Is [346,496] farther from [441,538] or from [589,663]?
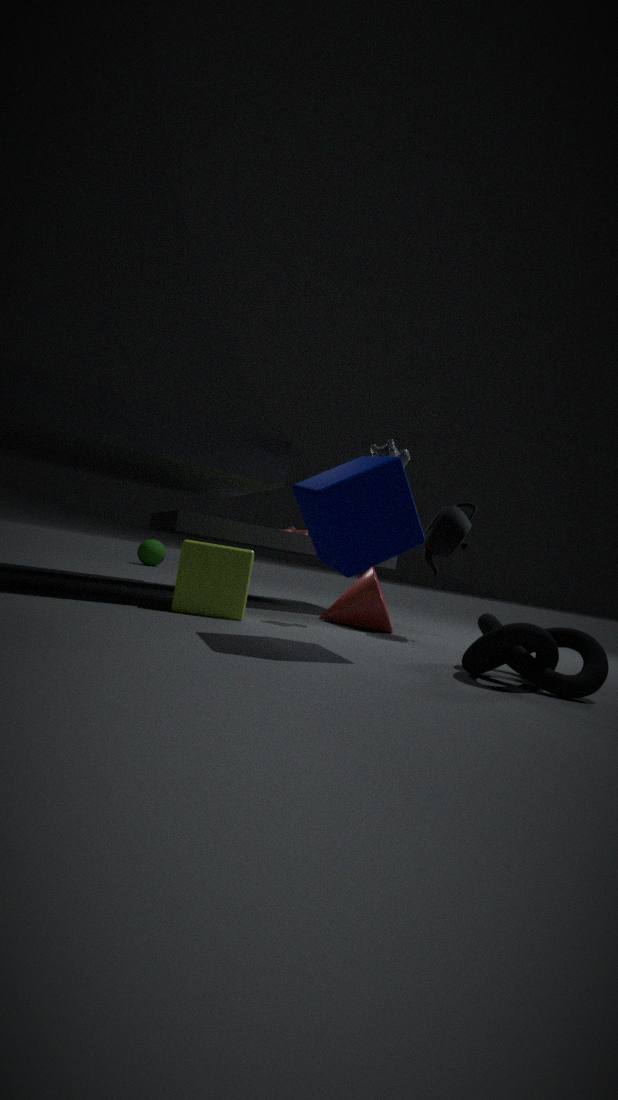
[441,538]
